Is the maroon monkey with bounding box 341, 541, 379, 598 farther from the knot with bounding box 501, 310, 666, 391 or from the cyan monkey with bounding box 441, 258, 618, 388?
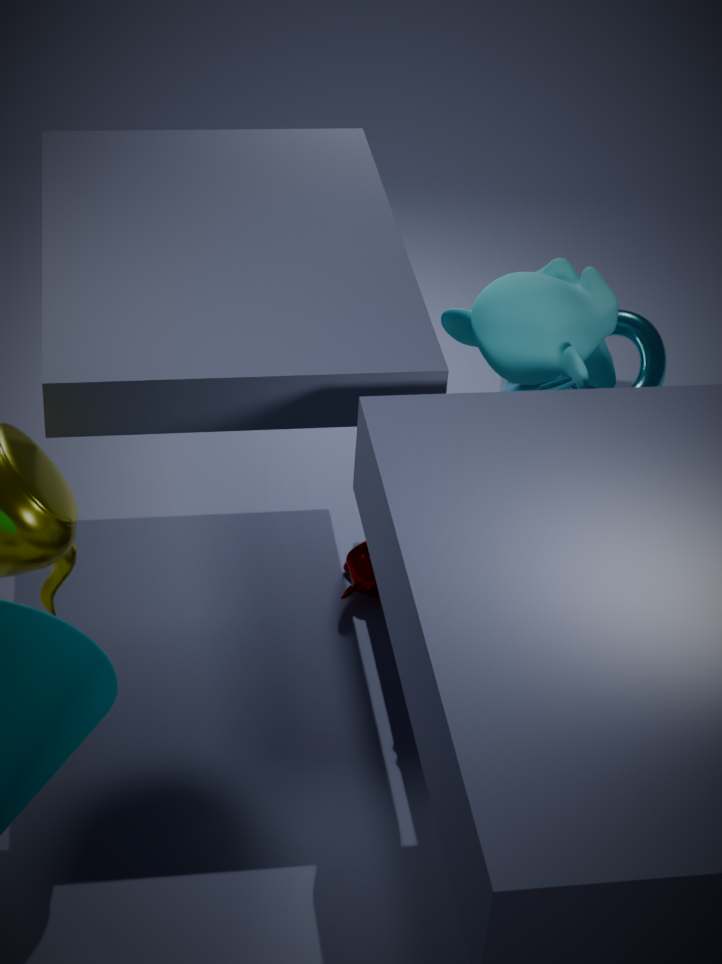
the knot with bounding box 501, 310, 666, 391
